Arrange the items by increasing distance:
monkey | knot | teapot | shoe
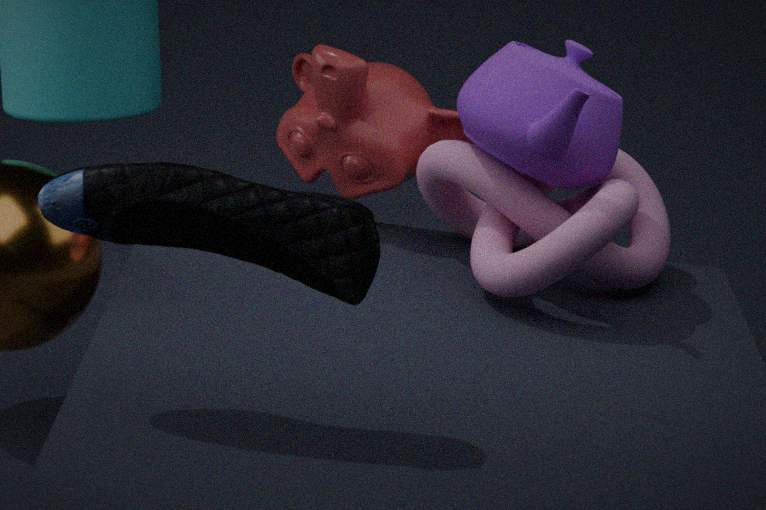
1. shoe
2. teapot
3. knot
4. monkey
